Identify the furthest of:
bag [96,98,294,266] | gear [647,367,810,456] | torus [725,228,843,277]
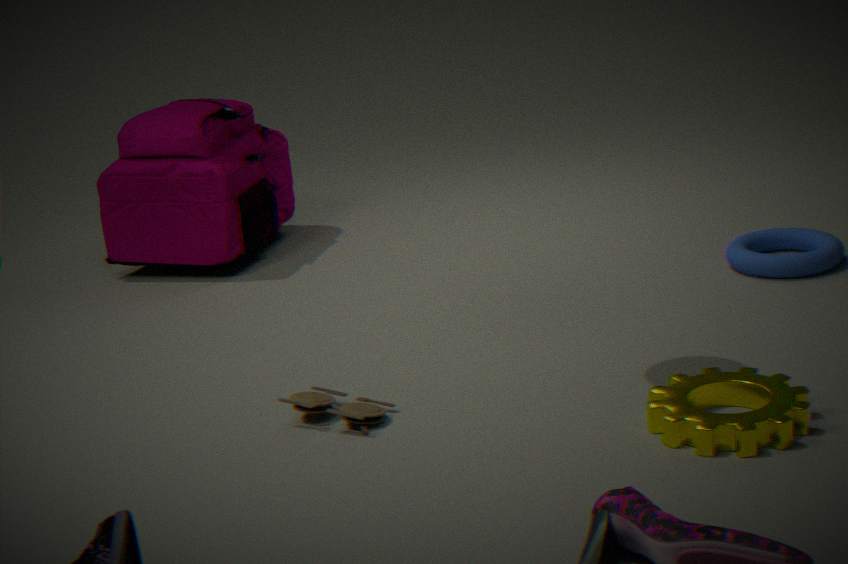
bag [96,98,294,266]
